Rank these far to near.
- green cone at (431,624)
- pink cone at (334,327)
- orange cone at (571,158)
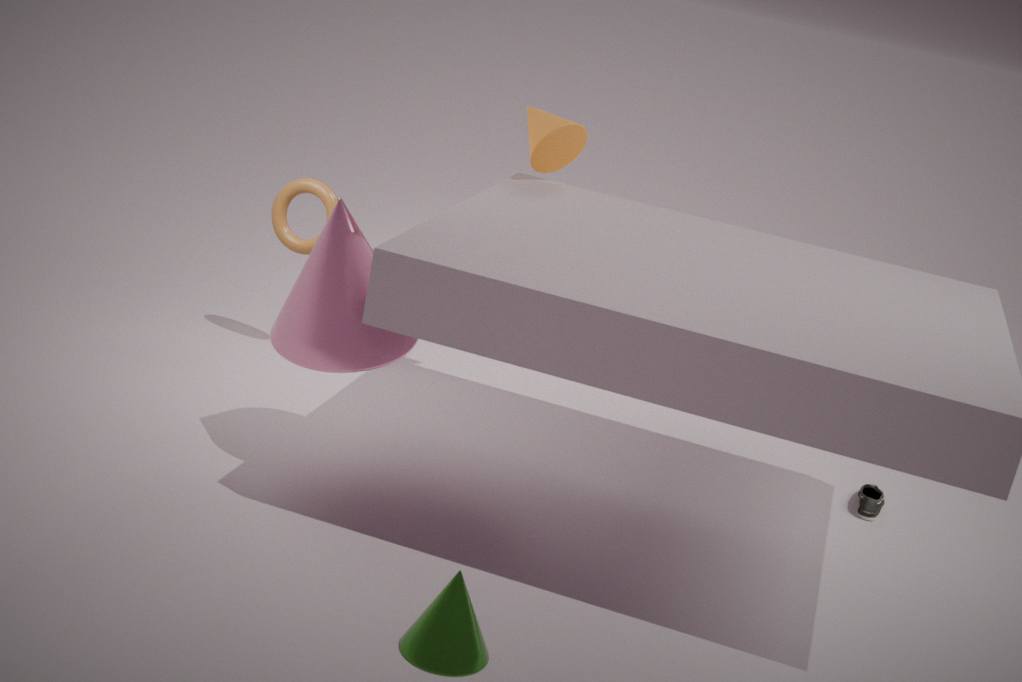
orange cone at (571,158) → pink cone at (334,327) → green cone at (431,624)
